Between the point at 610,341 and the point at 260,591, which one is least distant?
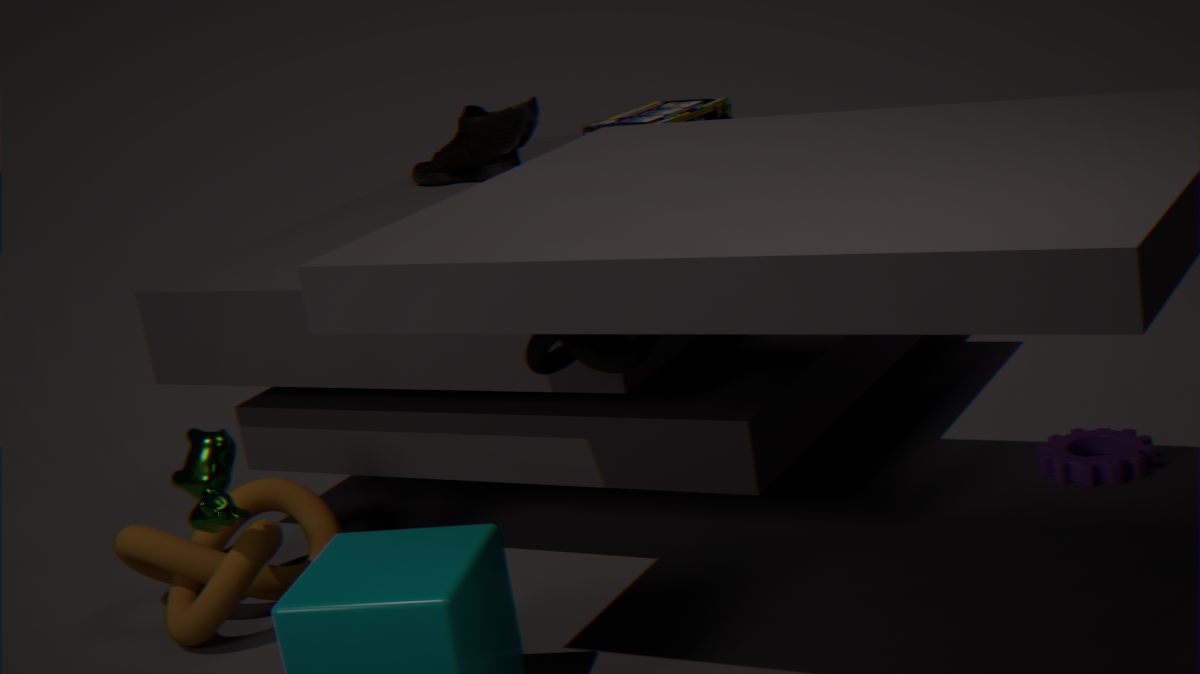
the point at 610,341
